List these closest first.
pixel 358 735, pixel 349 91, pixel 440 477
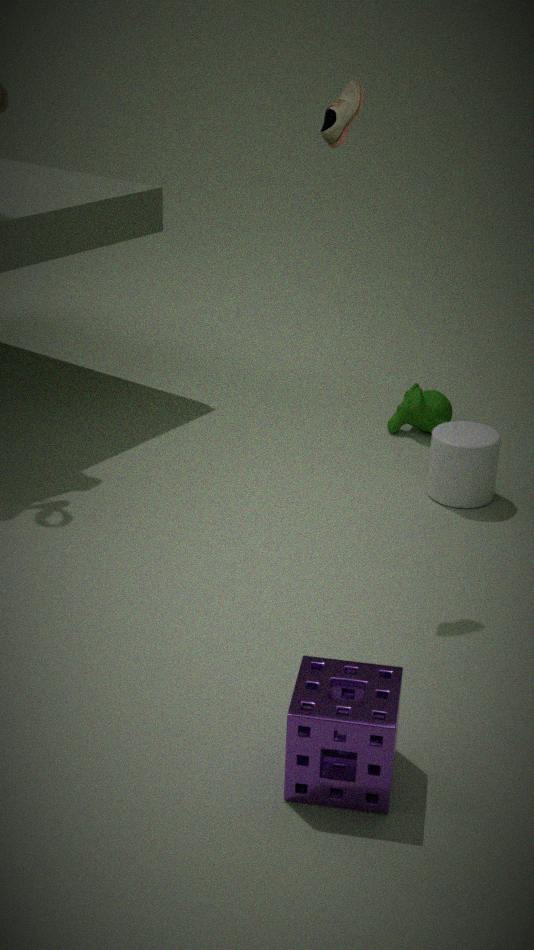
pixel 358 735 → pixel 349 91 → pixel 440 477
